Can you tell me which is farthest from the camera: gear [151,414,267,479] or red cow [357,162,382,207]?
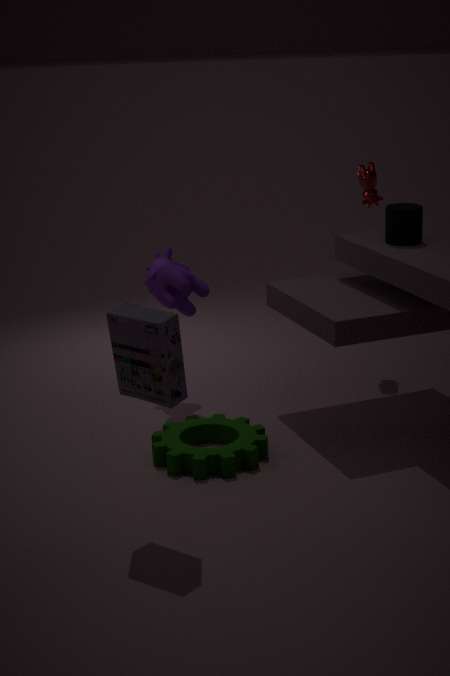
red cow [357,162,382,207]
